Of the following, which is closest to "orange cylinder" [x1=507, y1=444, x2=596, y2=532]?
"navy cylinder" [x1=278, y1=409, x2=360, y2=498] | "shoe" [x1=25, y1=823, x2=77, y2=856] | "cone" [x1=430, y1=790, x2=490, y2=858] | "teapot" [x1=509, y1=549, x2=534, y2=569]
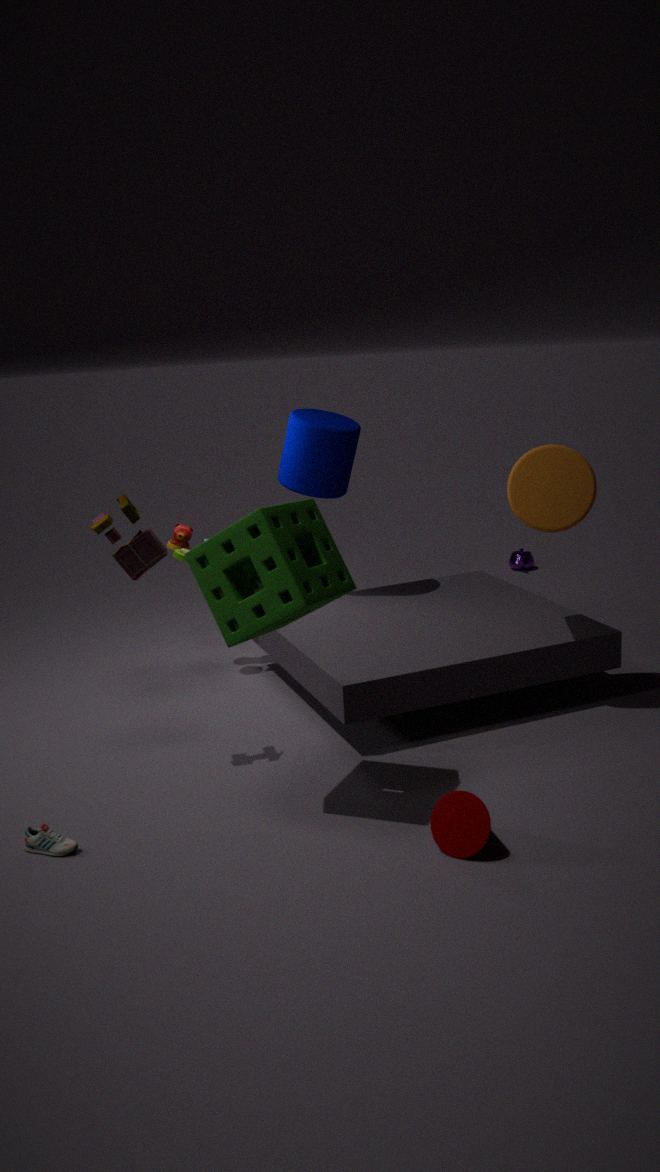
"navy cylinder" [x1=278, y1=409, x2=360, y2=498]
